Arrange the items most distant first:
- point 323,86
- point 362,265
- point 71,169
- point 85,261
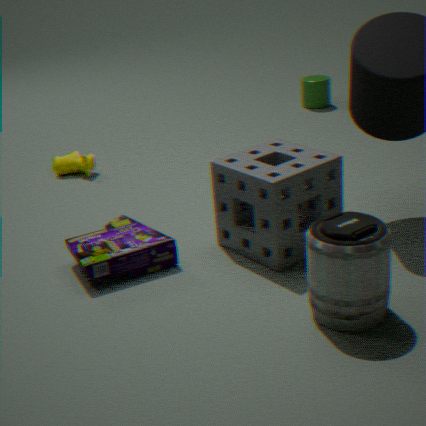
point 323,86 < point 71,169 < point 85,261 < point 362,265
